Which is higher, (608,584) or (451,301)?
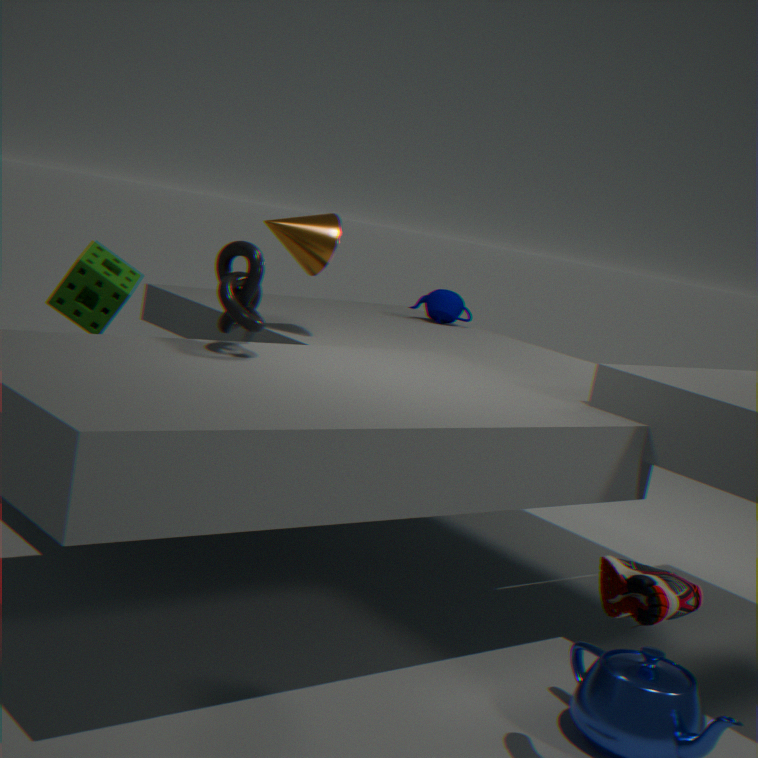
(451,301)
